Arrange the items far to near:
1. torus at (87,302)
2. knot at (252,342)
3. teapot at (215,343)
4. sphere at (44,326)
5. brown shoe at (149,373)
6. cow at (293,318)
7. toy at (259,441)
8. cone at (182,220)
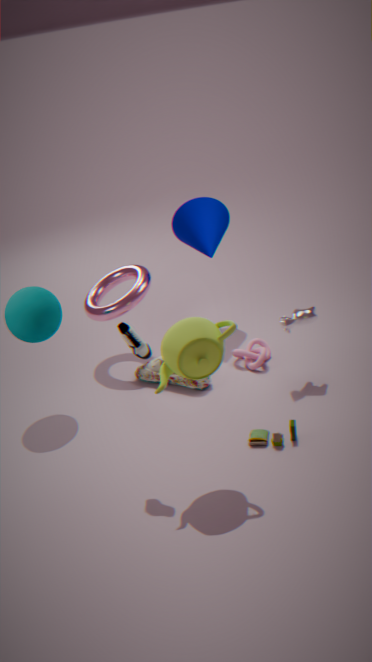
cone at (182,220) → torus at (87,302) → knot at (252,342) → brown shoe at (149,373) → cow at (293,318) → sphere at (44,326) → toy at (259,441) → teapot at (215,343)
